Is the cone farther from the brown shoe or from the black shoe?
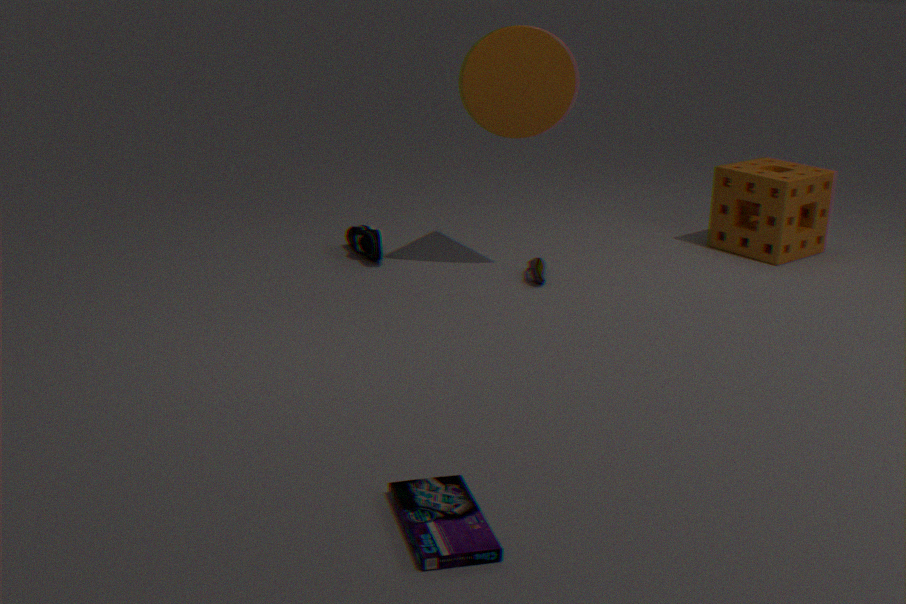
the black shoe
